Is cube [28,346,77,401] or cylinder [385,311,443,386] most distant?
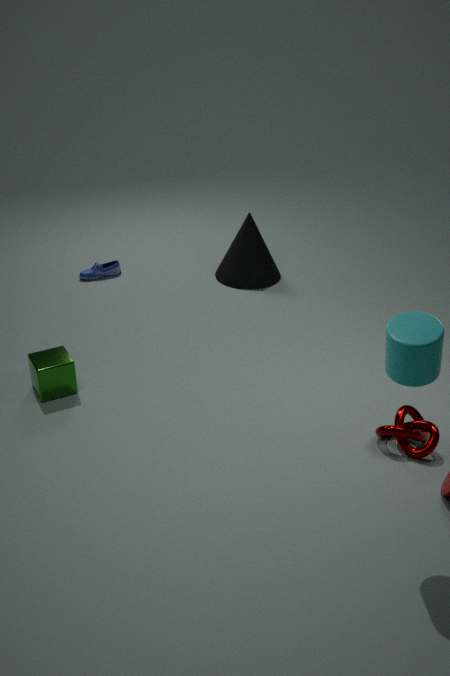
cube [28,346,77,401]
